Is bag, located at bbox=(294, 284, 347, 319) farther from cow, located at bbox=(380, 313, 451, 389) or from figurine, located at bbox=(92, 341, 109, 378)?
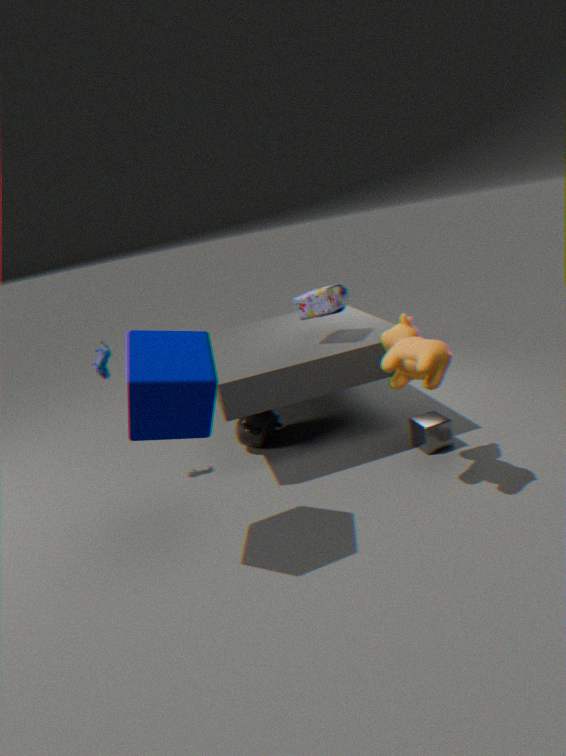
figurine, located at bbox=(92, 341, 109, 378)
